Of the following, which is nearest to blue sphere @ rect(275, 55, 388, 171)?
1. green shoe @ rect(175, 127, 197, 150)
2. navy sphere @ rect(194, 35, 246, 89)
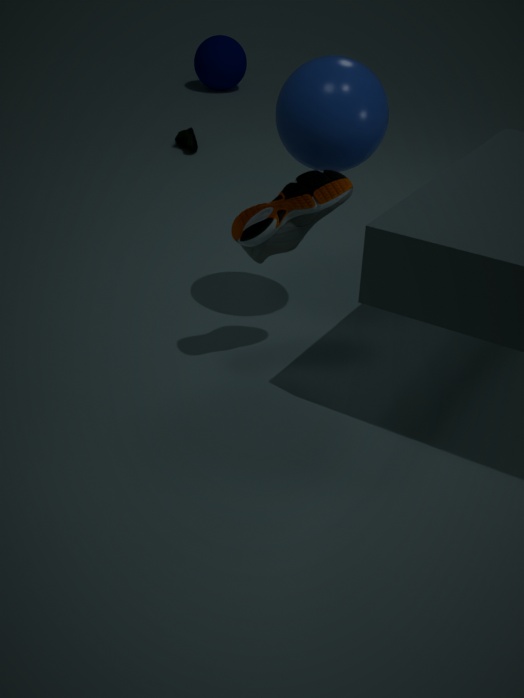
green shoe @ rect(175, 127, 197, 150)
